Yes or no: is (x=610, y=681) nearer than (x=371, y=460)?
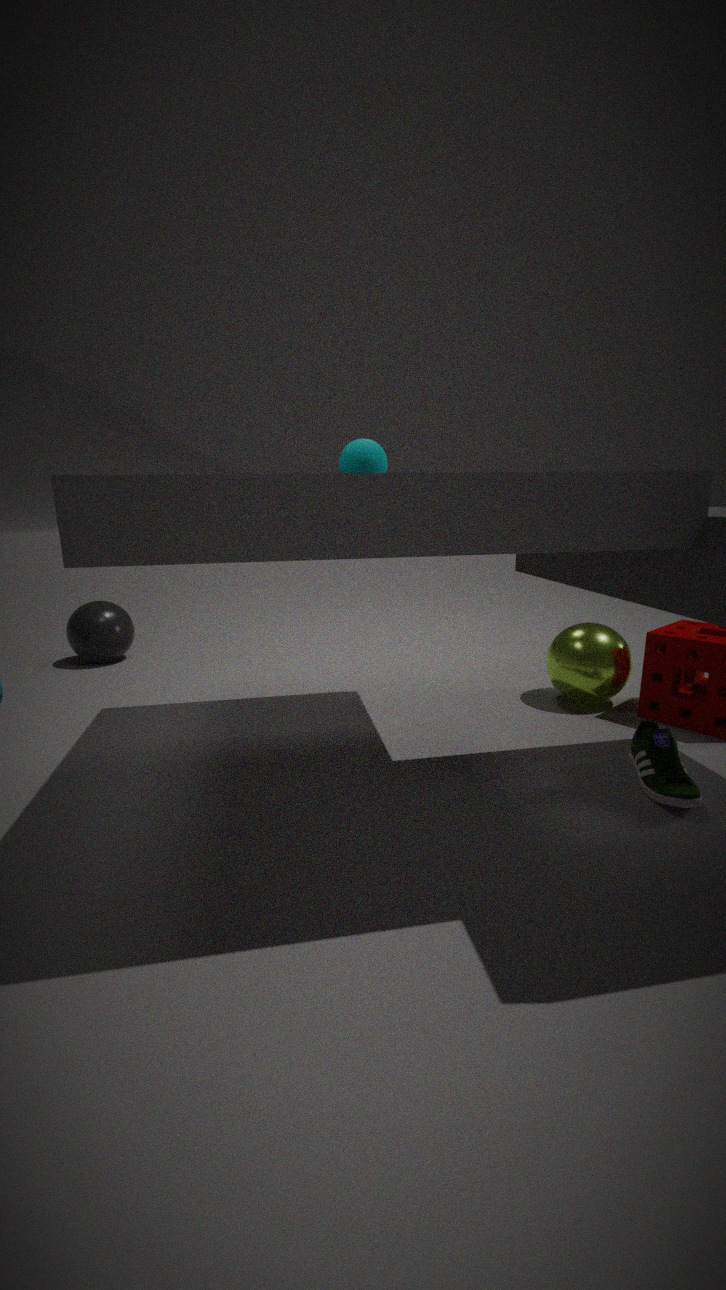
No
